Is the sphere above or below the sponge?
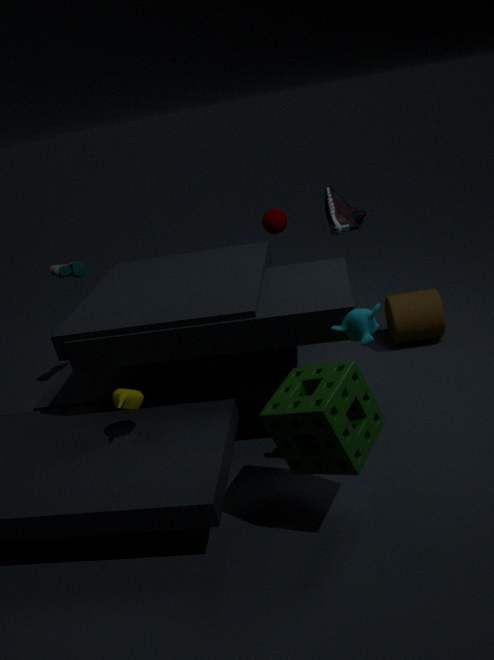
above
